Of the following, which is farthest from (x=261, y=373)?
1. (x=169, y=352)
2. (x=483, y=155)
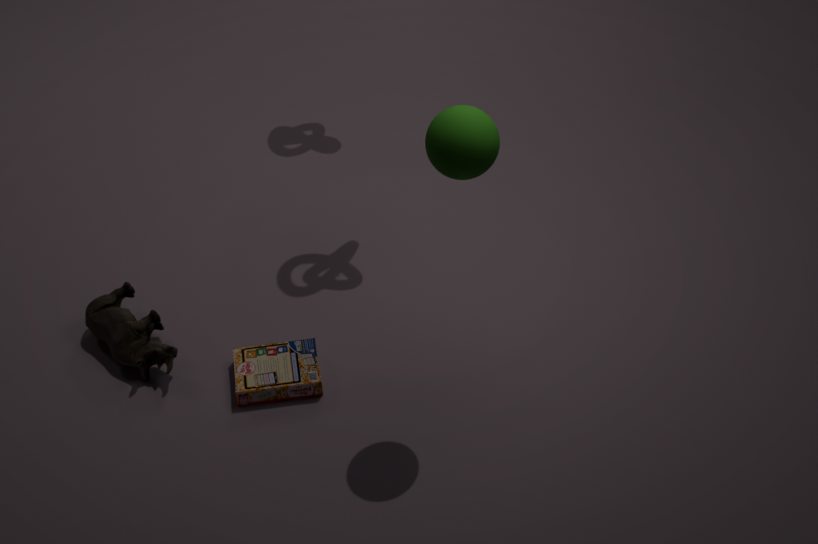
(x=483, y=155)
